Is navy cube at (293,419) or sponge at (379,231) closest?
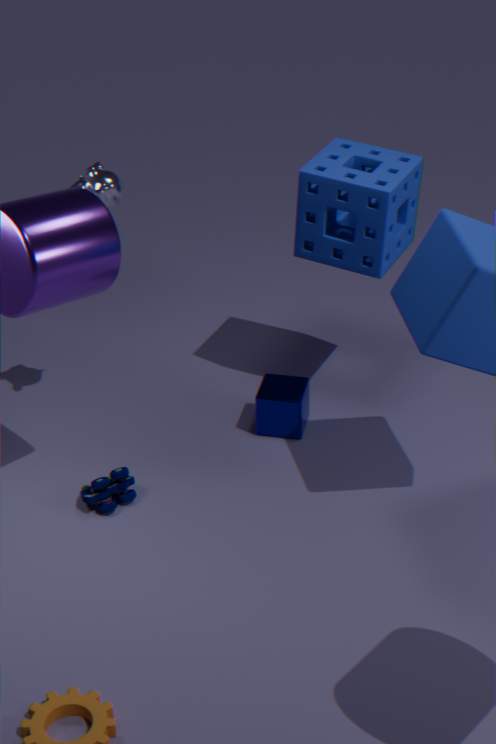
sponge at (379,231)
